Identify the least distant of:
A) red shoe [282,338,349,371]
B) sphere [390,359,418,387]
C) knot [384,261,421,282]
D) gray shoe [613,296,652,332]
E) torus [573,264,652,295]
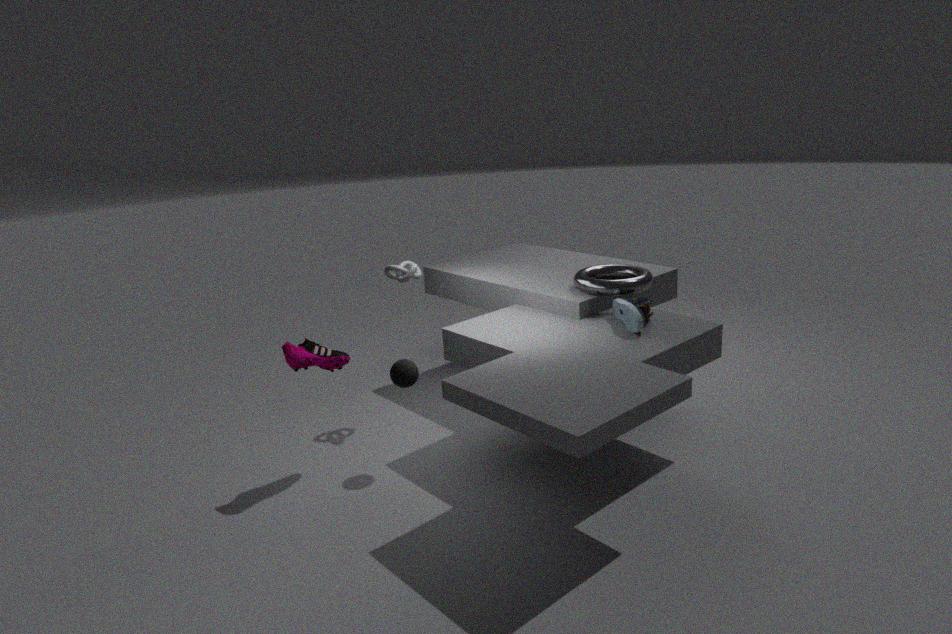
red shoe [282,338,349,371]
